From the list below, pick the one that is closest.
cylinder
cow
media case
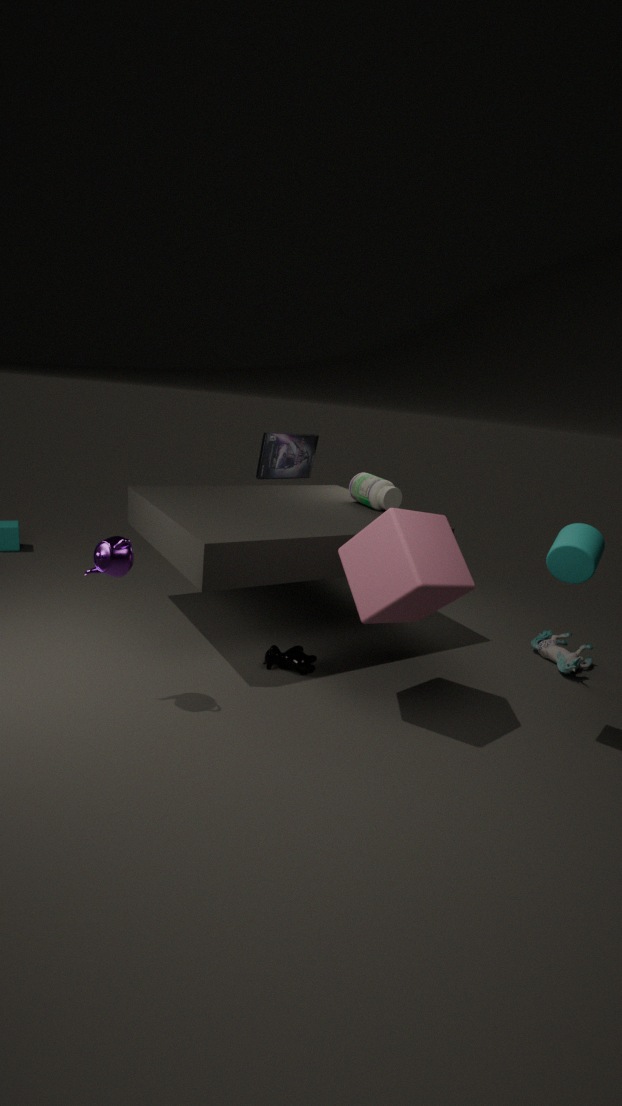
cylinder
